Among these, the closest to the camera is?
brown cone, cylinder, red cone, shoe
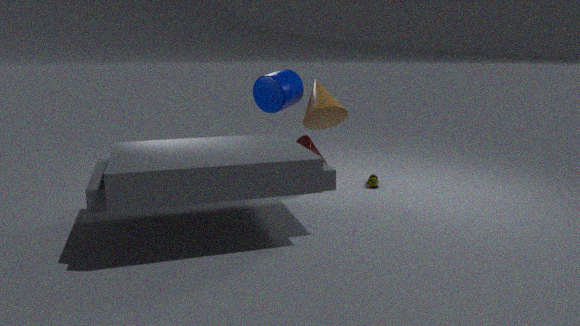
brown cone
